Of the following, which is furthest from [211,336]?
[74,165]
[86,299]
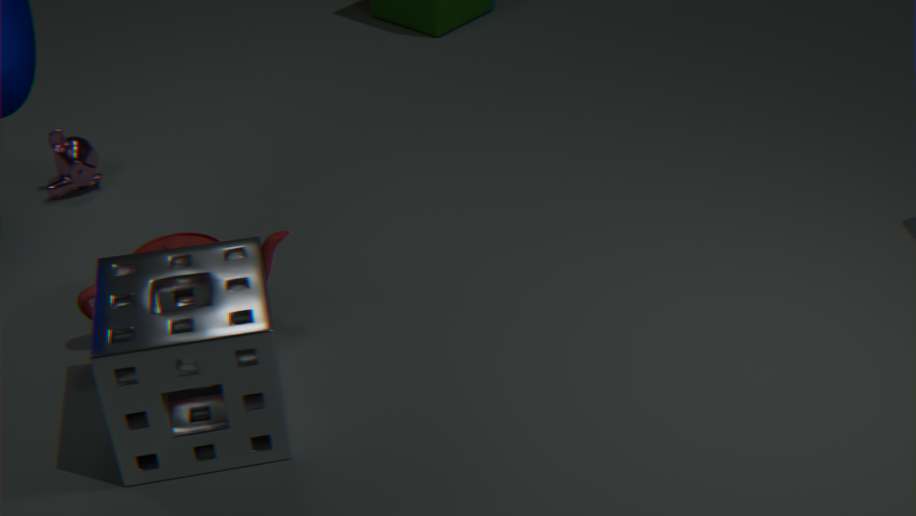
[74,165]
